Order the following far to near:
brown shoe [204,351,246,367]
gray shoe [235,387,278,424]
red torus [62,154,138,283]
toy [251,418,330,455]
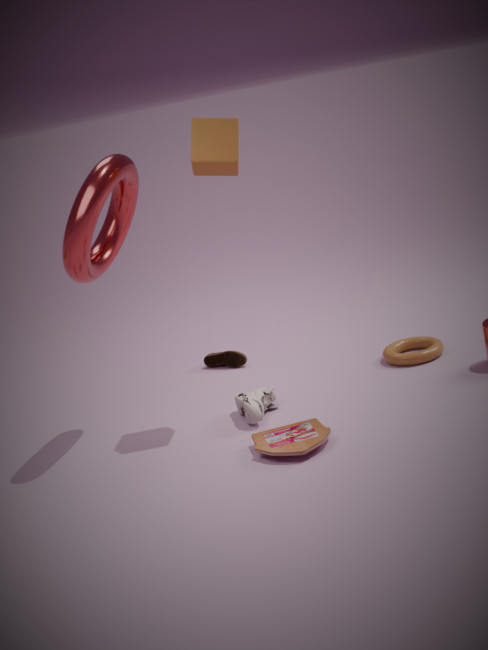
1. brown shoe [204,351,246,367]
2. gray shoe [235,387,278,424]
3. red torus [62,154,138,283]
4. toy [251,418,330,455]
